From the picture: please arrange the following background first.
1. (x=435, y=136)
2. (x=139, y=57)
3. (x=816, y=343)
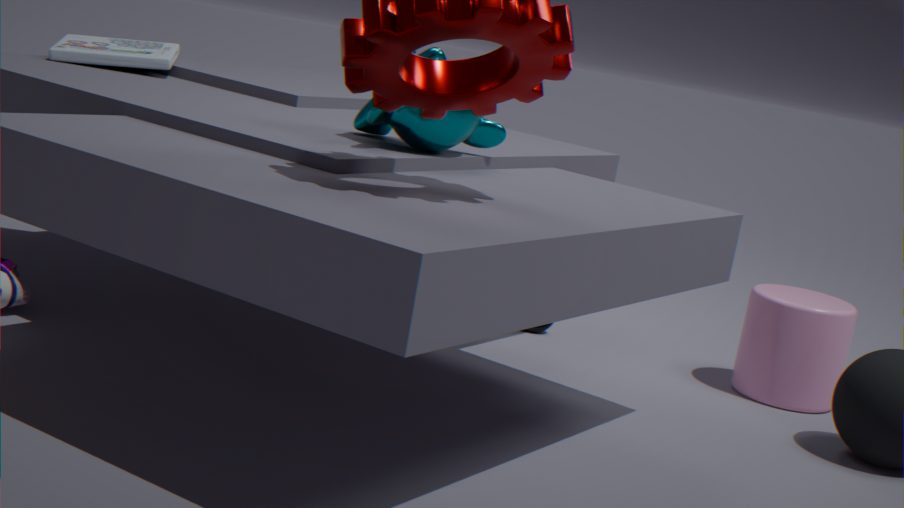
(x=139, y=57) < (x=816, y=343) < (x=435, y=136)
